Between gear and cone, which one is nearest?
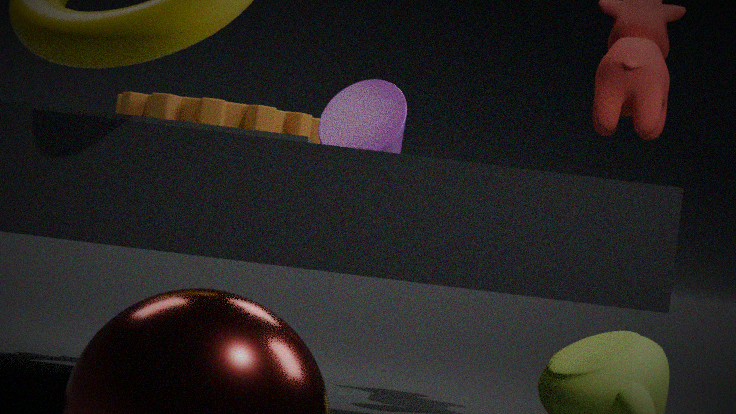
cone
